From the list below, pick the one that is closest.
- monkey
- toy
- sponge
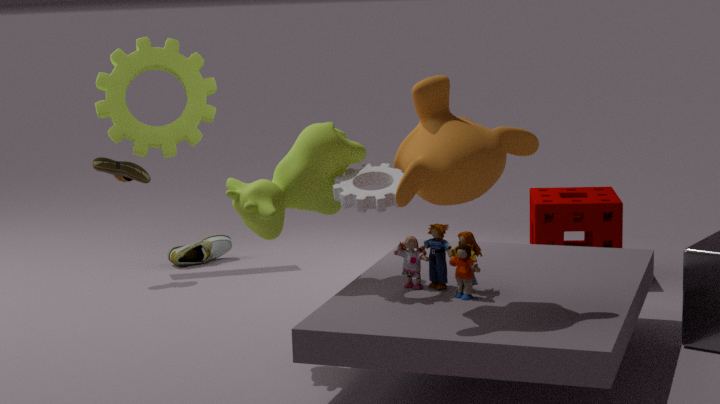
monkey
